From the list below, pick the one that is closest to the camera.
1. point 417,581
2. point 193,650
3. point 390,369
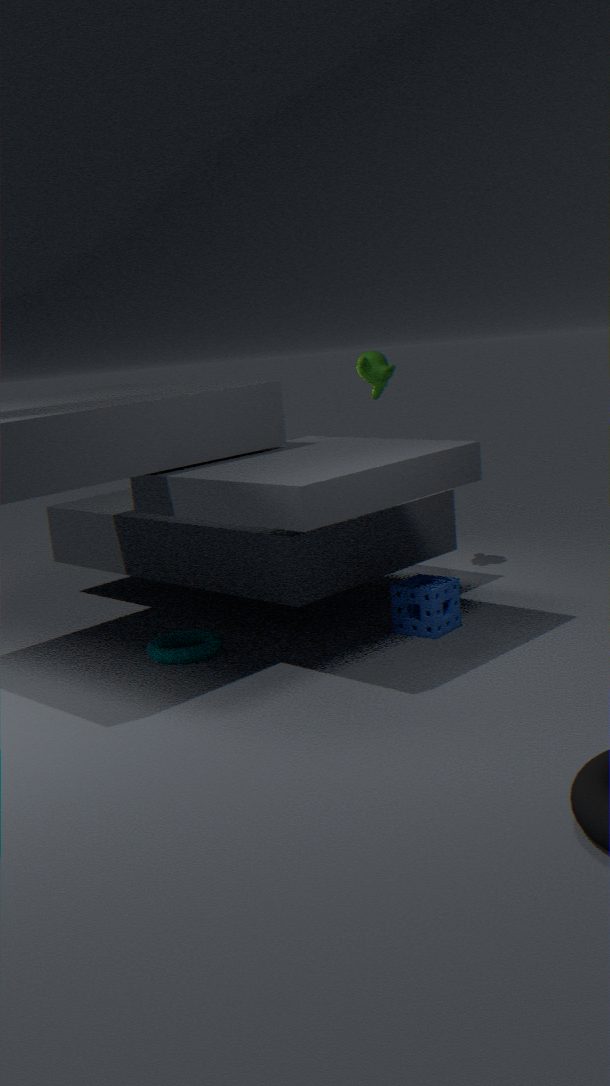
point 193,650
